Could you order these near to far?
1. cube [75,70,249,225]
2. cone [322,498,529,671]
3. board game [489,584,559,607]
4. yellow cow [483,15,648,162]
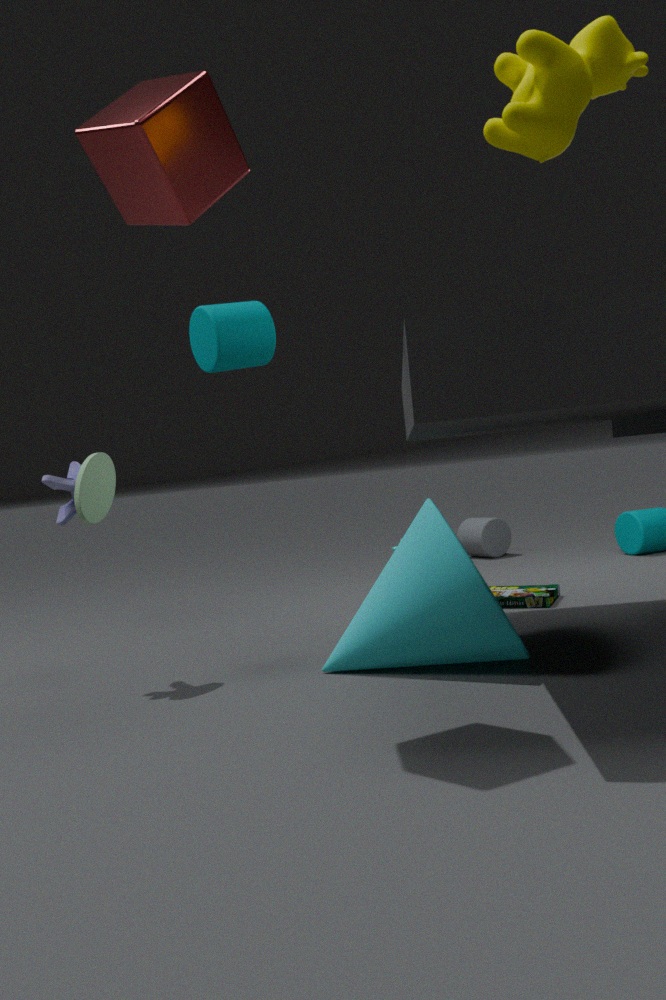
yellow cow [483,15,648,162] → cube [75,70,249,225] → cone [322,498,529,671] → board game [489,584,559,607]
